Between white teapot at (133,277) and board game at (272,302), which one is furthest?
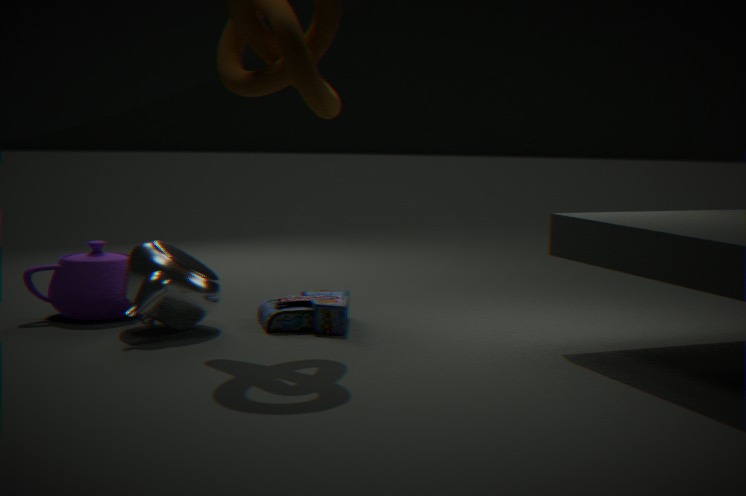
board game at (272,302)
